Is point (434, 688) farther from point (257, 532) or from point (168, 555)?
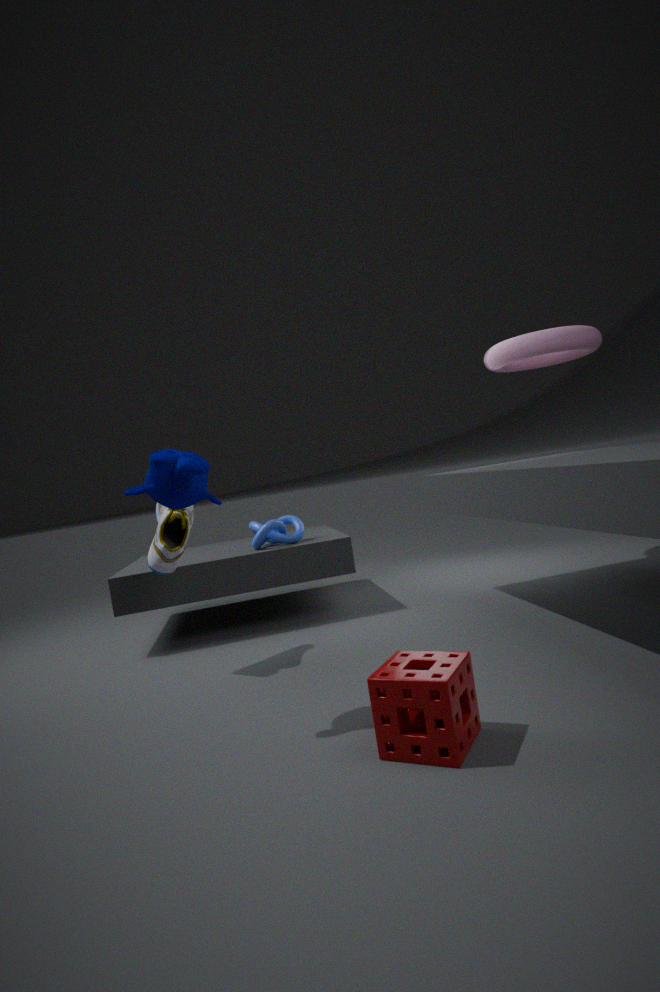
point (257, 532)
